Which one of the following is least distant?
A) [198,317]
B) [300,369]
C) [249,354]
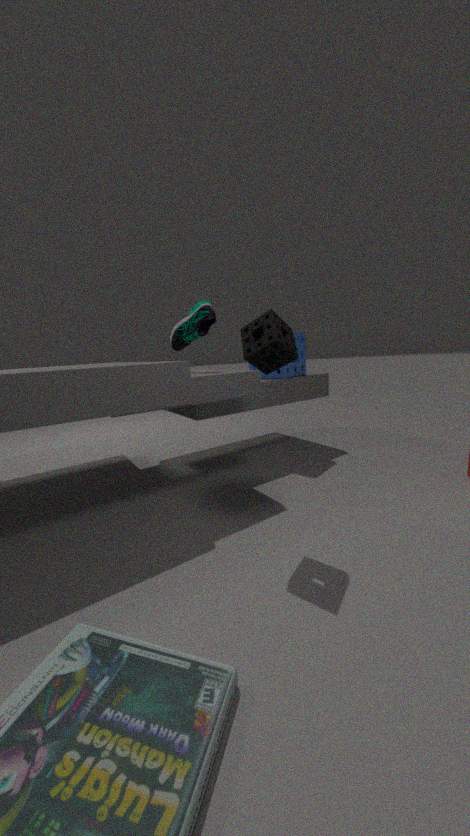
[249,354]
